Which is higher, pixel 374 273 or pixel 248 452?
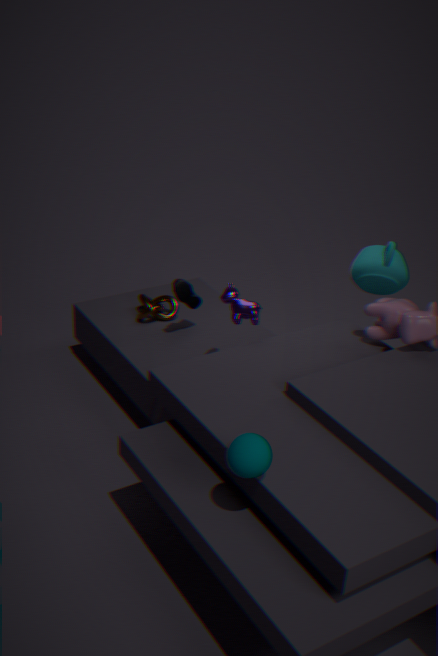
pixel 374 273
